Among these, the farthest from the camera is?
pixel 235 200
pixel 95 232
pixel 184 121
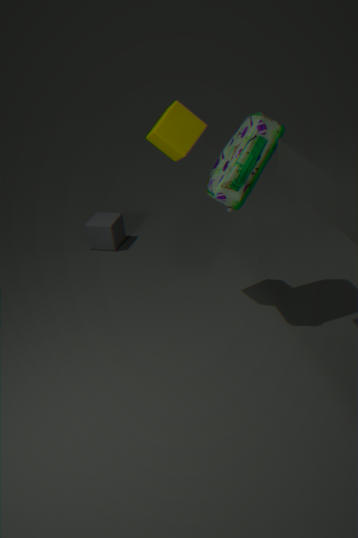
pixel 95 232
